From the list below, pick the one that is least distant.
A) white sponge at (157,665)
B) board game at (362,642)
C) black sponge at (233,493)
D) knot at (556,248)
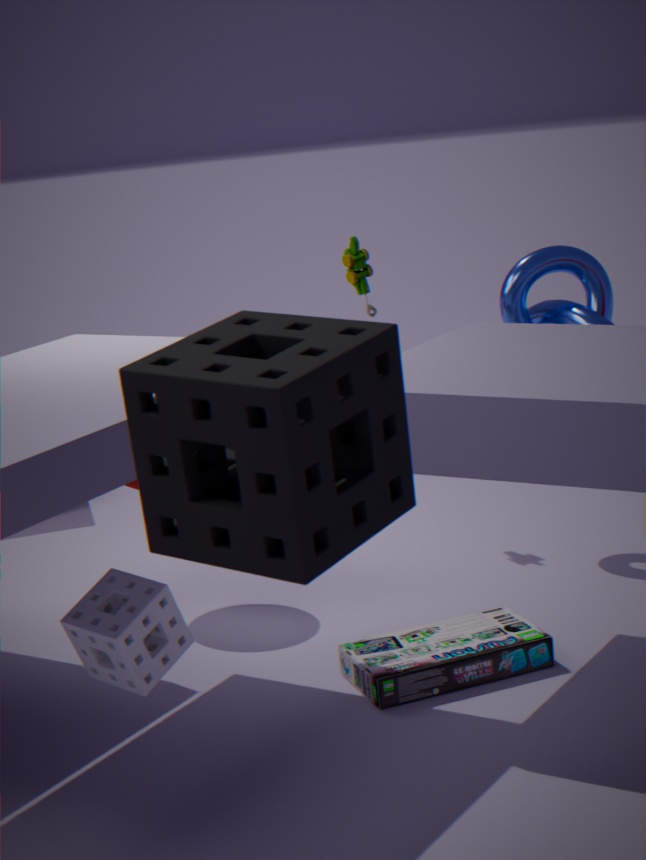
black sponge at (233,493)
